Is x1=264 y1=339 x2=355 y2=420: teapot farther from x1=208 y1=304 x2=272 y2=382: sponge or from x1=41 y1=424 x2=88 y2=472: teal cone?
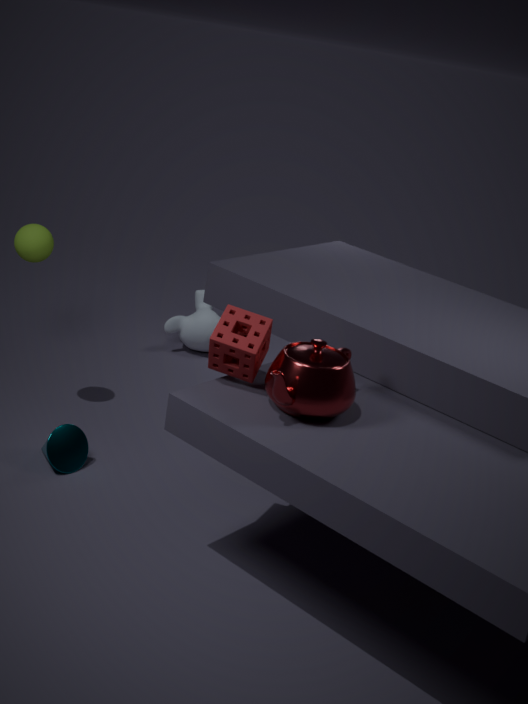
x1=41 y1=424 x2=88 y2=472: teal cone
